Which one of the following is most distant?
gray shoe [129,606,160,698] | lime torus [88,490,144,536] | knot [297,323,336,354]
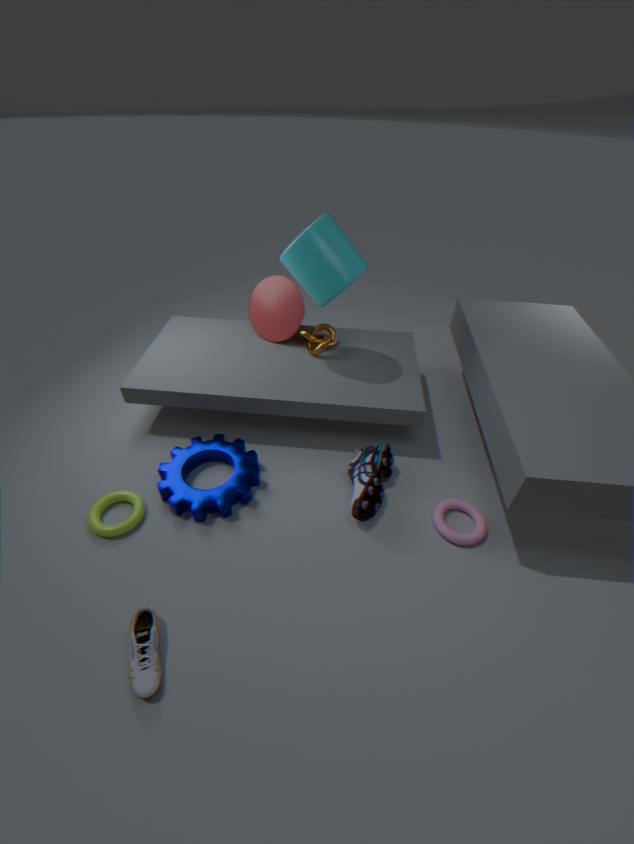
knot [297,323,336,354]
